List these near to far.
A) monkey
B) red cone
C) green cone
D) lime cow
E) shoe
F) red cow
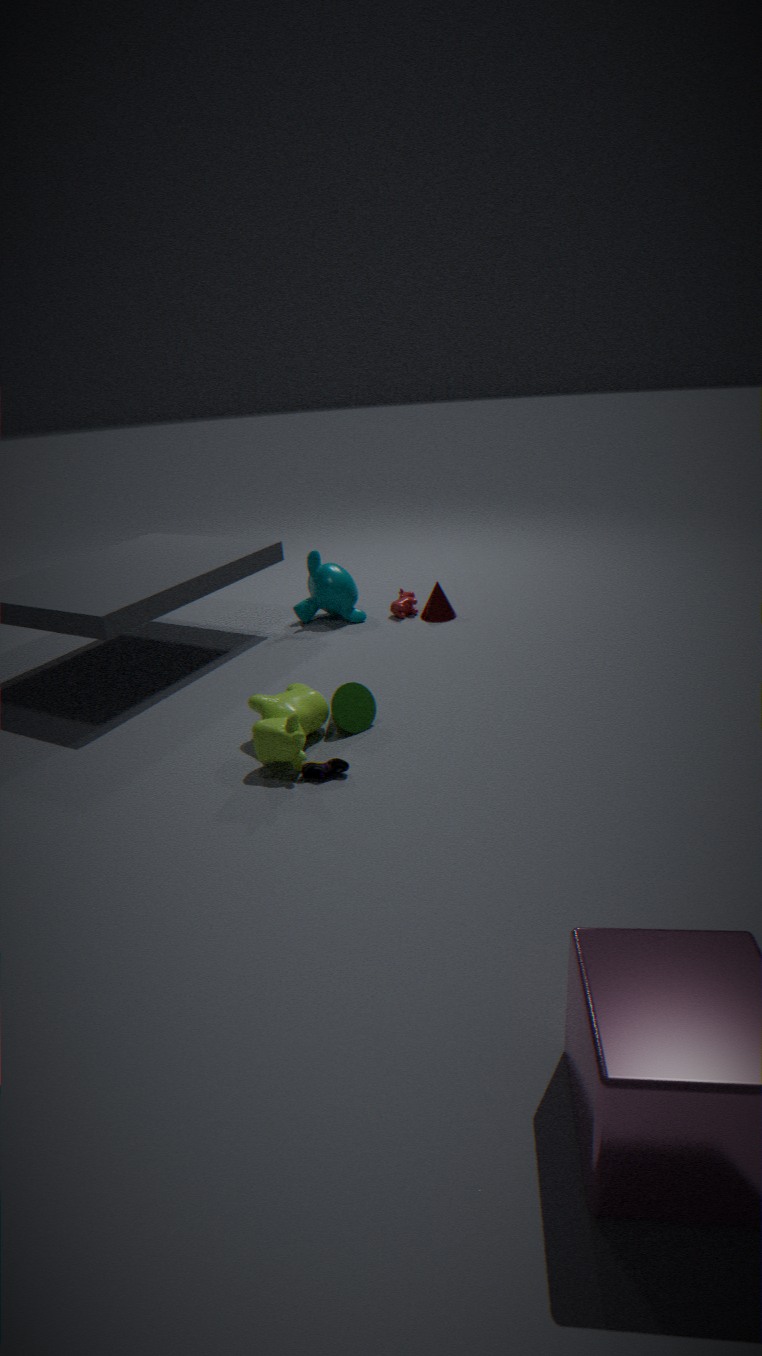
E. shoe → D. lime cow → C. green cone → A. monkey → B. red cone → F. red cow
